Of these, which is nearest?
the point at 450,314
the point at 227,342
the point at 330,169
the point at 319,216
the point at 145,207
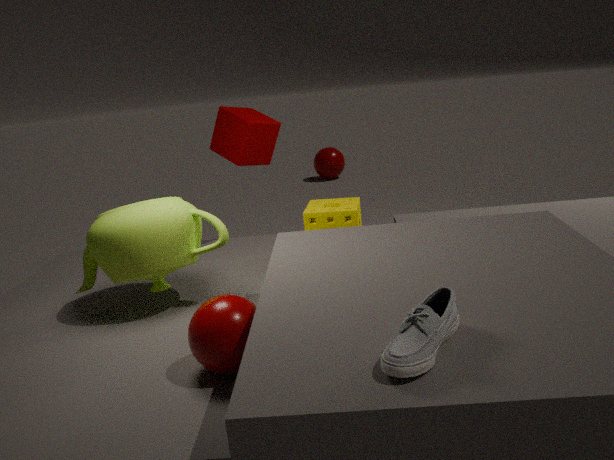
the point at 450,314
